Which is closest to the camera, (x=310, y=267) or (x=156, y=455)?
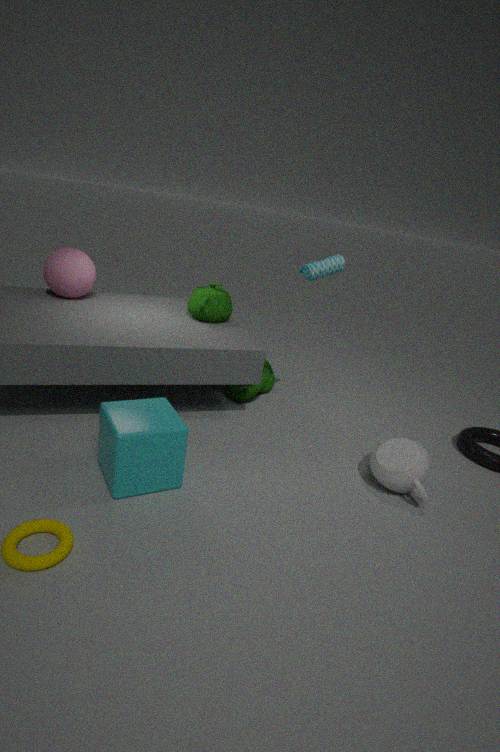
(x=156, y=455)
